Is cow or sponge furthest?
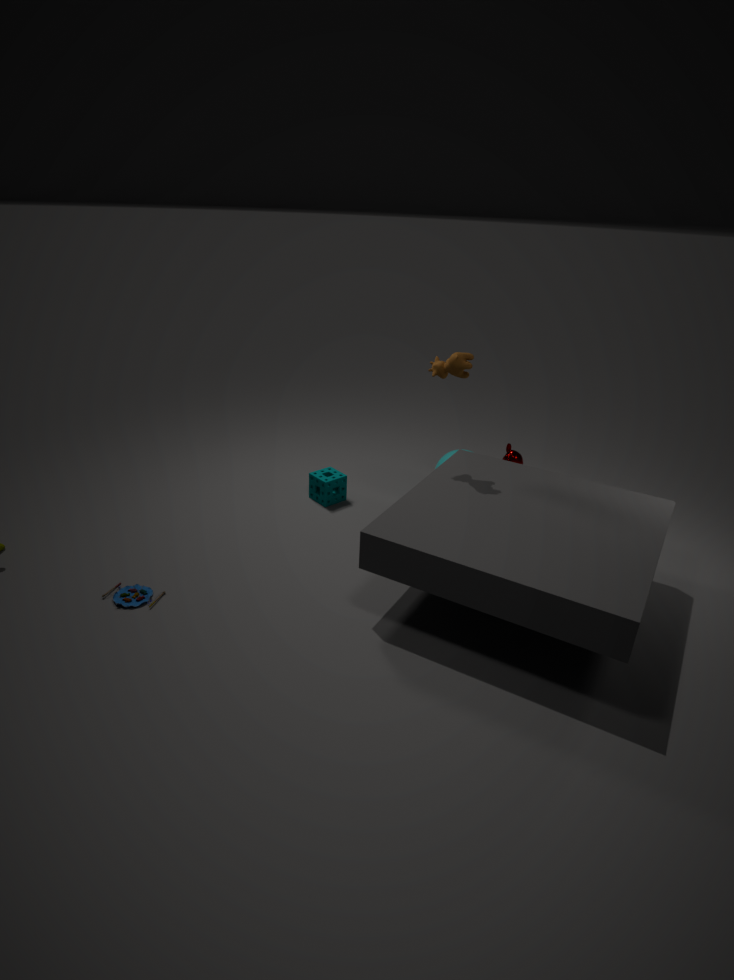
sponge
